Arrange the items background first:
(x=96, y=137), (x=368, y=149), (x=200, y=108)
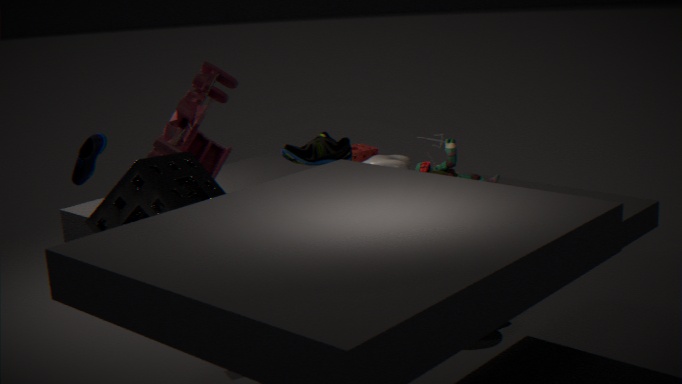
(x=368, y=149)
(x=200, y=108)
(x=96, y=137)
